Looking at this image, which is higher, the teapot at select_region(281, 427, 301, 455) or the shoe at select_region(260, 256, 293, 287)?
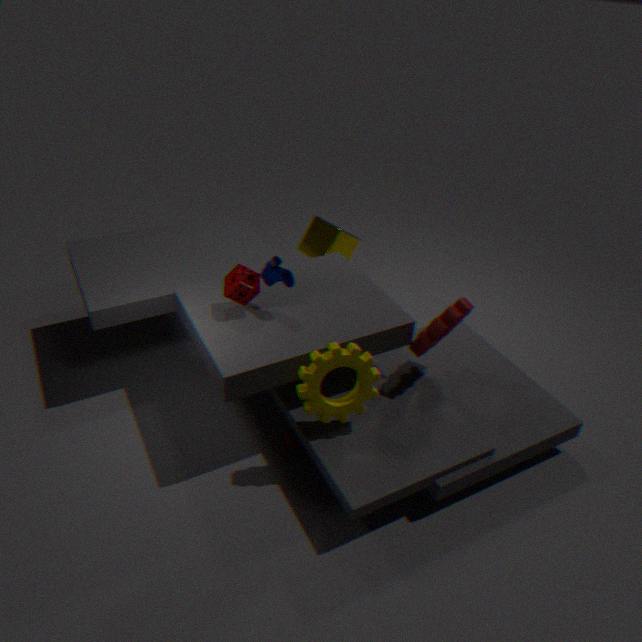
the shoe at select_region(260, 256, 293, 287)
